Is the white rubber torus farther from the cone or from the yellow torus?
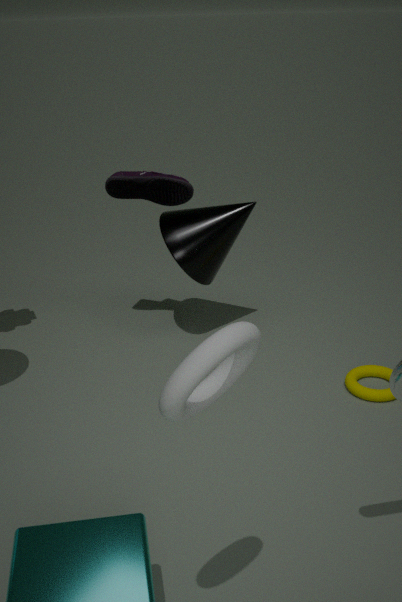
the cone
